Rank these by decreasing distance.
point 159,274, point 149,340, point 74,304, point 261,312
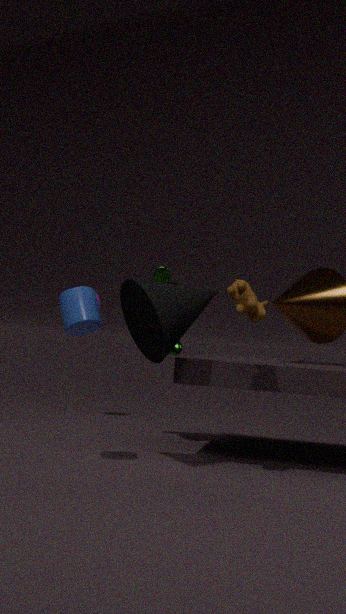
point 159,274 → point 149,340 → point 261,312 → point 74,304
